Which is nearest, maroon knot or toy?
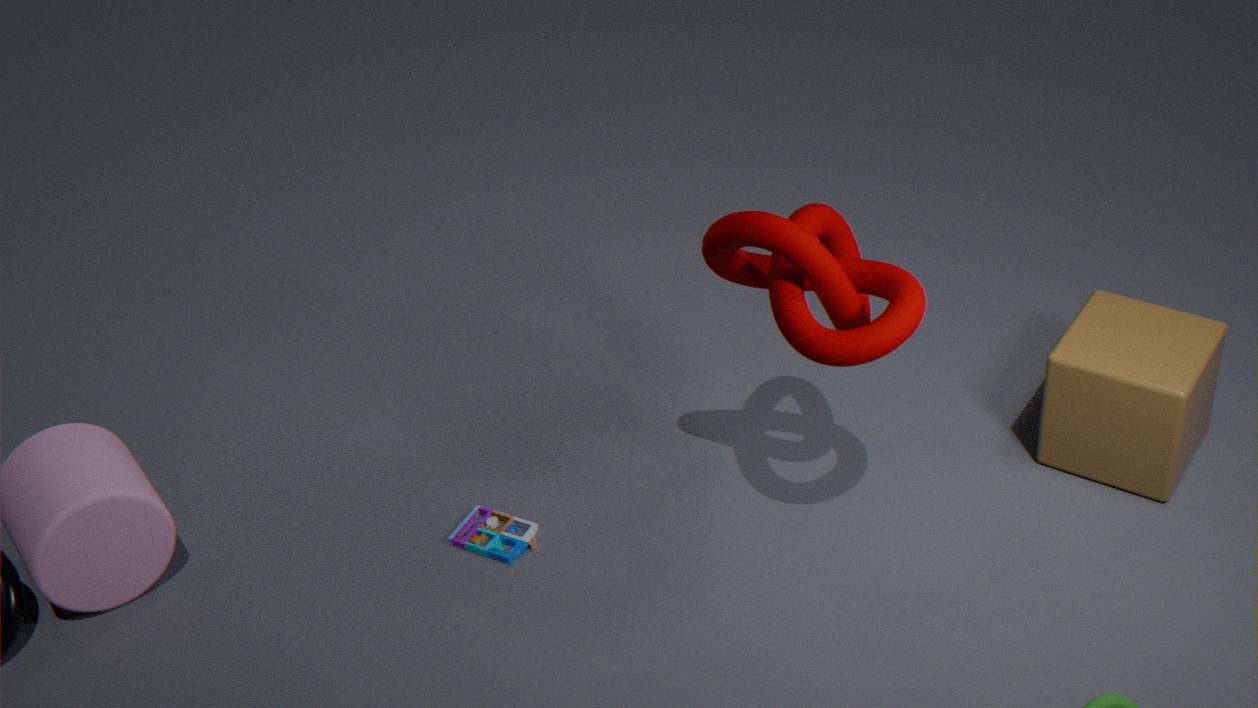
maroon knot
